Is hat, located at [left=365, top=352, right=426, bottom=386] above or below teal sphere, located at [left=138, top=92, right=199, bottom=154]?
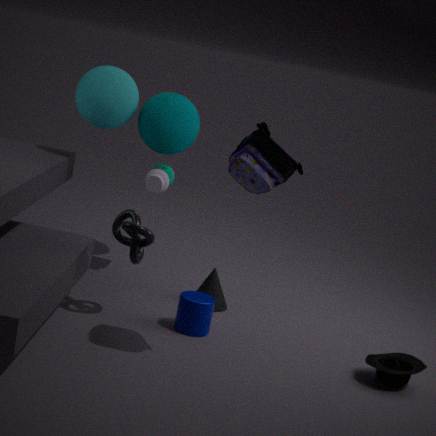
below
